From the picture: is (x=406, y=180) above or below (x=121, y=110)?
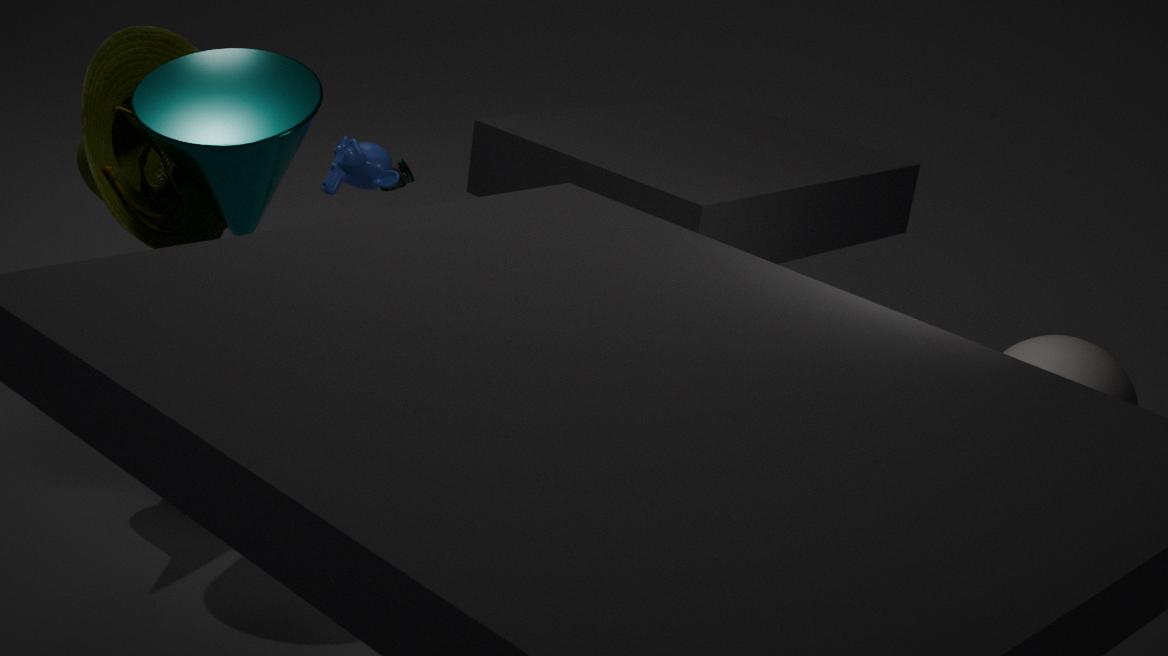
below
